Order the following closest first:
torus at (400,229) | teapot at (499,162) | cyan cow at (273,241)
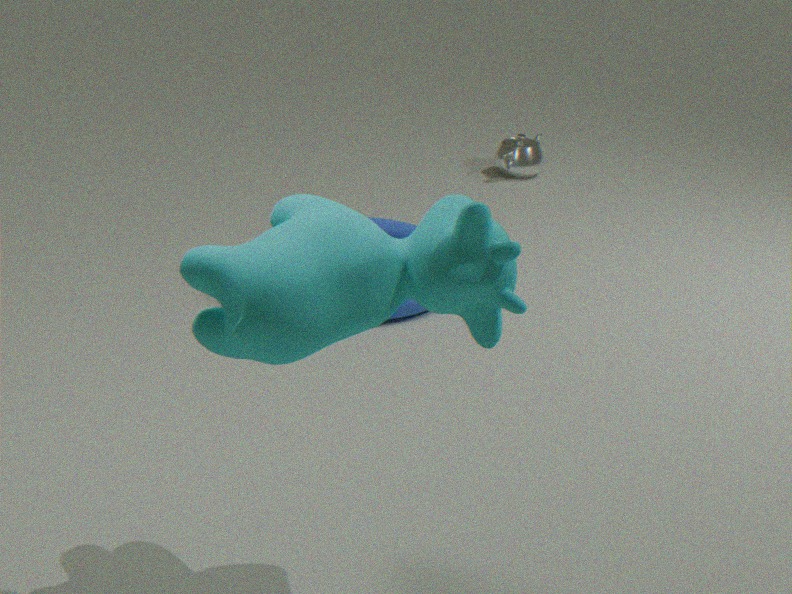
1. cyan cow at (273,241)
2. torus at (400,229)
3. teapot at (499,162)
